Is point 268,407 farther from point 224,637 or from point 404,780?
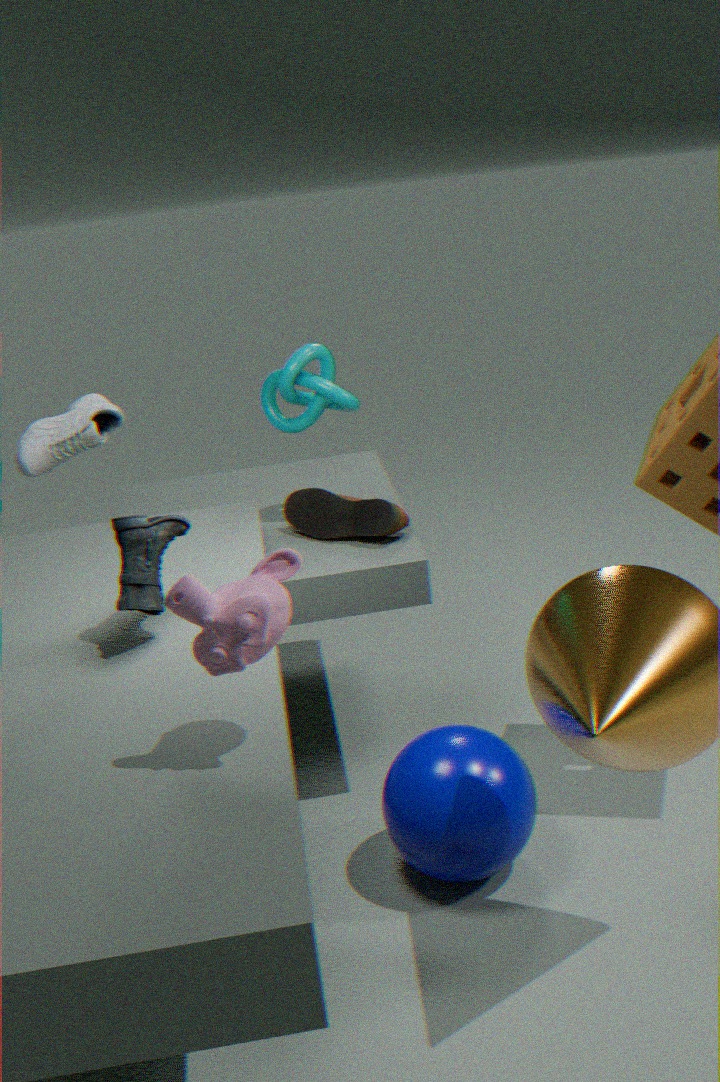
point 224,637
